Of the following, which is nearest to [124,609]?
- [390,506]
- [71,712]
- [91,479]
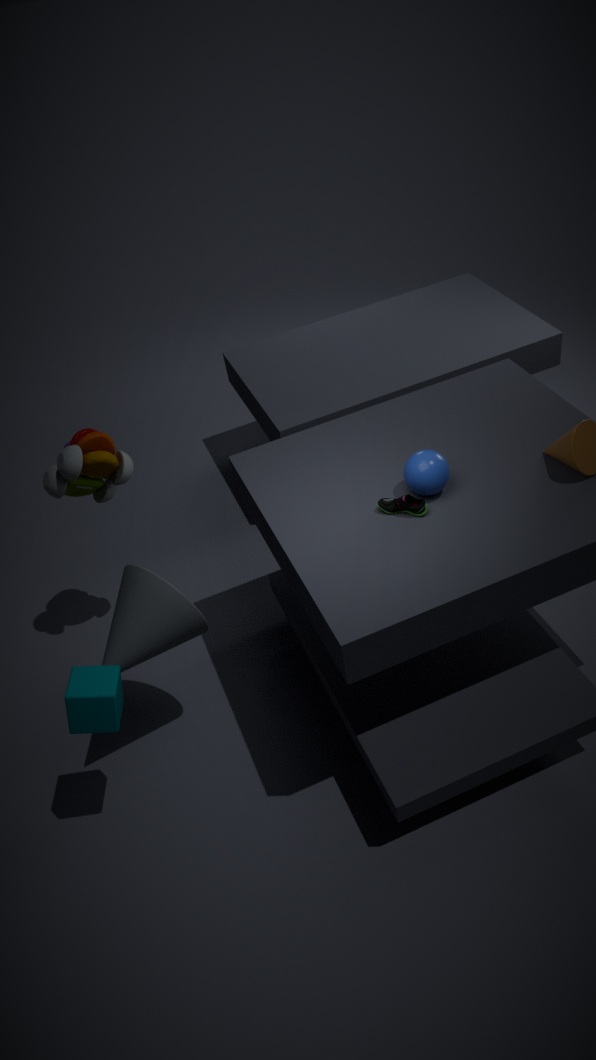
[71,712]
